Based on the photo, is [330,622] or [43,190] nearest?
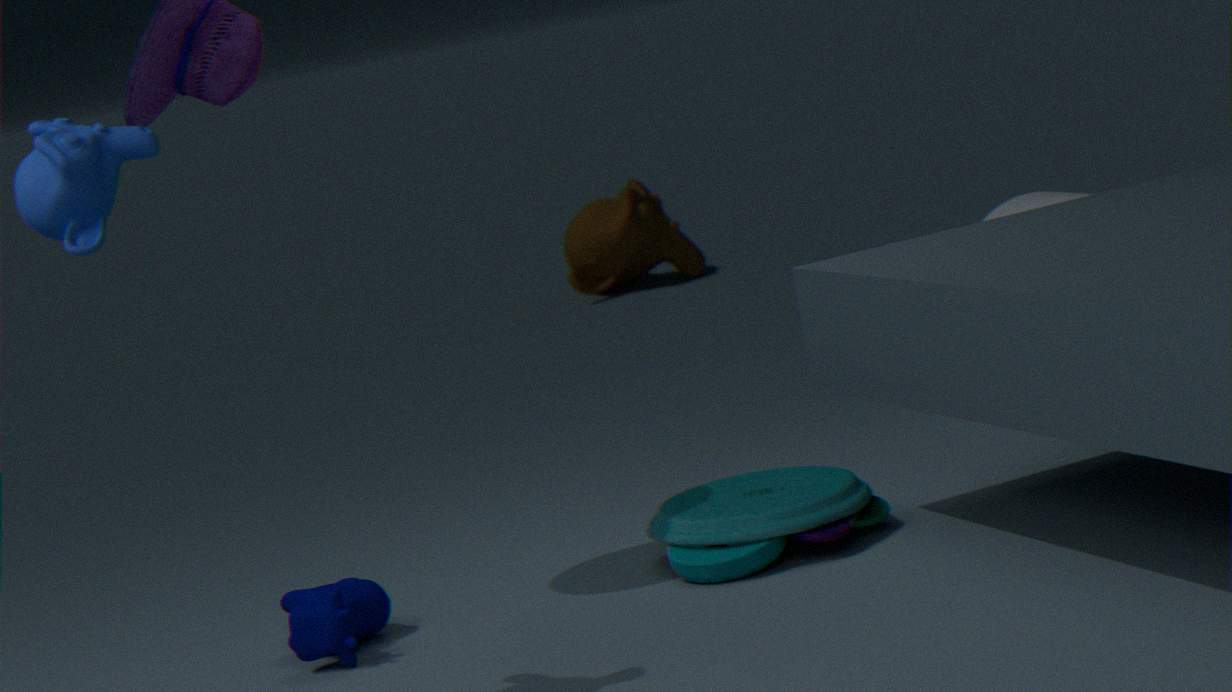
[43,190]
